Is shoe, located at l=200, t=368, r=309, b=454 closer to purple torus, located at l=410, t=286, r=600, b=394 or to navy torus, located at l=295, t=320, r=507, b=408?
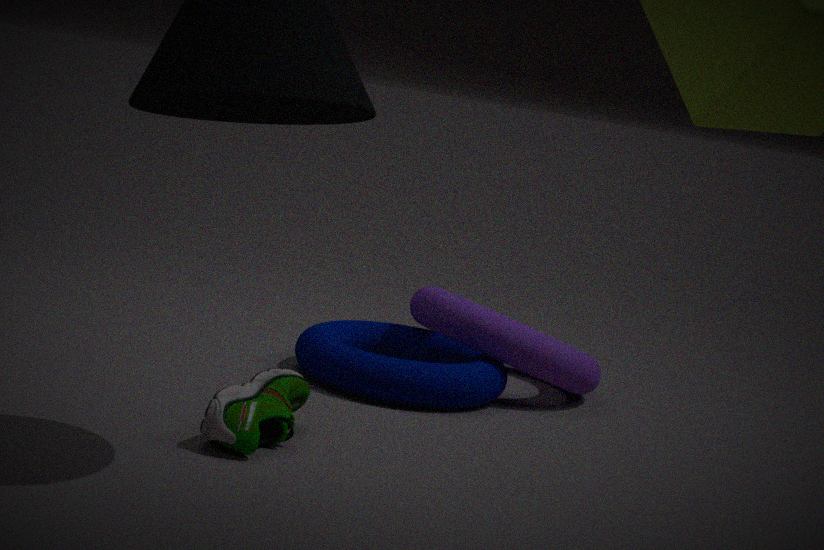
navy torus, located at l=295, t=320, r=507, b=408
